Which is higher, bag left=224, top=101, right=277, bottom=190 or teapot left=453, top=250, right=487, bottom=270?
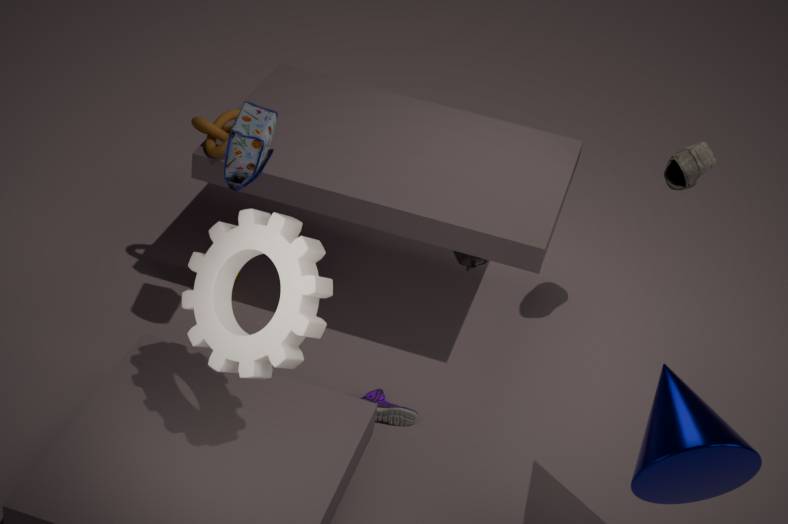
bag left=224, top=101, right=277, bottom=190
